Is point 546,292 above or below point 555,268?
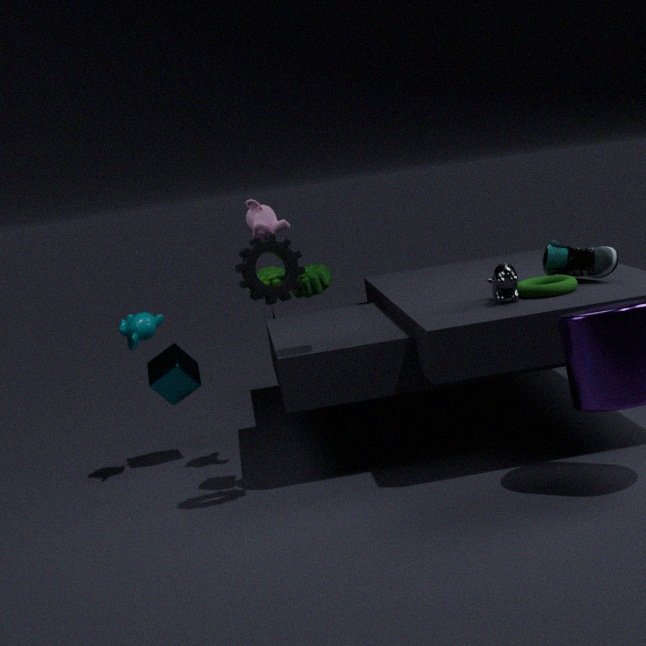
below
